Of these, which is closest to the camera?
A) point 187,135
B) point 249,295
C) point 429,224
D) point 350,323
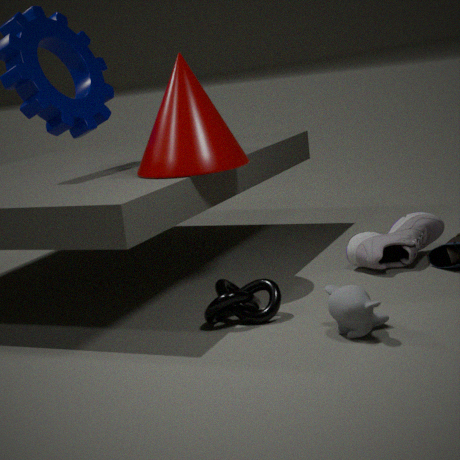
point 350,323
